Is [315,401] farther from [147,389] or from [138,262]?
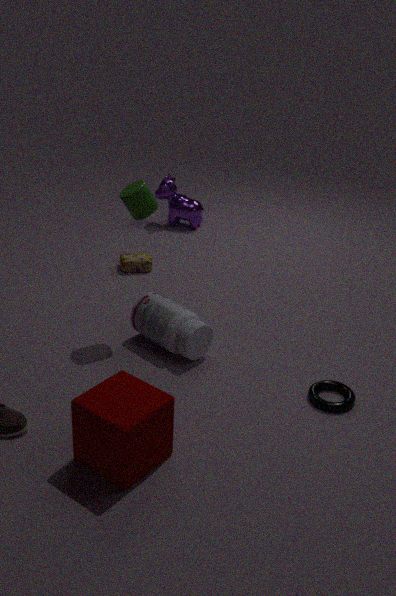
[138,262]
